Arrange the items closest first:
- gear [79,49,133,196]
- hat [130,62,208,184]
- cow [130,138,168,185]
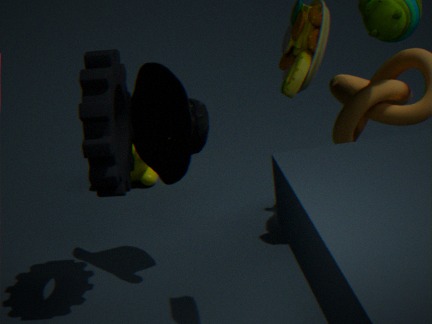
gear [79,49,133,196] → hat [130,62,208,184] → cow [130,138,168,185]
